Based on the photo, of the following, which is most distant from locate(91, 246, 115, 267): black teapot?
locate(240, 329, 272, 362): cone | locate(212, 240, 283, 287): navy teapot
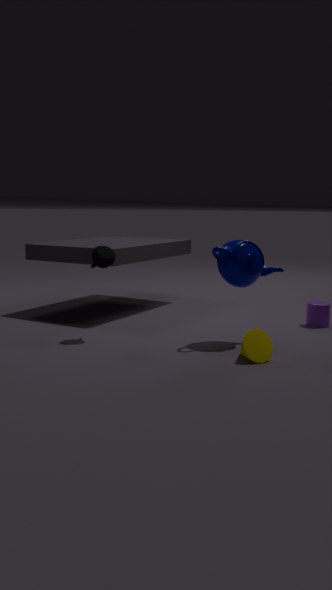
locate(240, 329, 272, 362): cone
